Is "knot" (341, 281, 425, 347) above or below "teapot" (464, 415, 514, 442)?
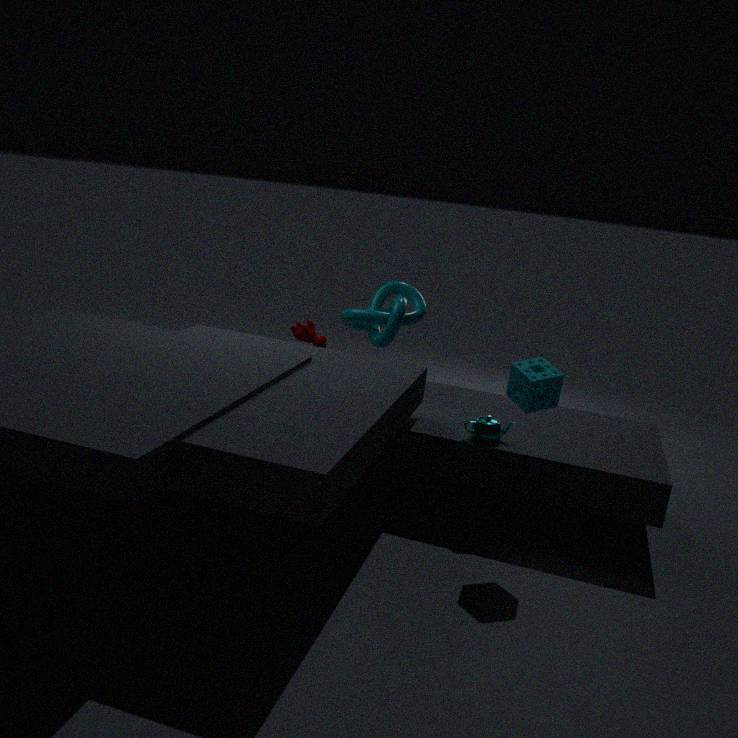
above
